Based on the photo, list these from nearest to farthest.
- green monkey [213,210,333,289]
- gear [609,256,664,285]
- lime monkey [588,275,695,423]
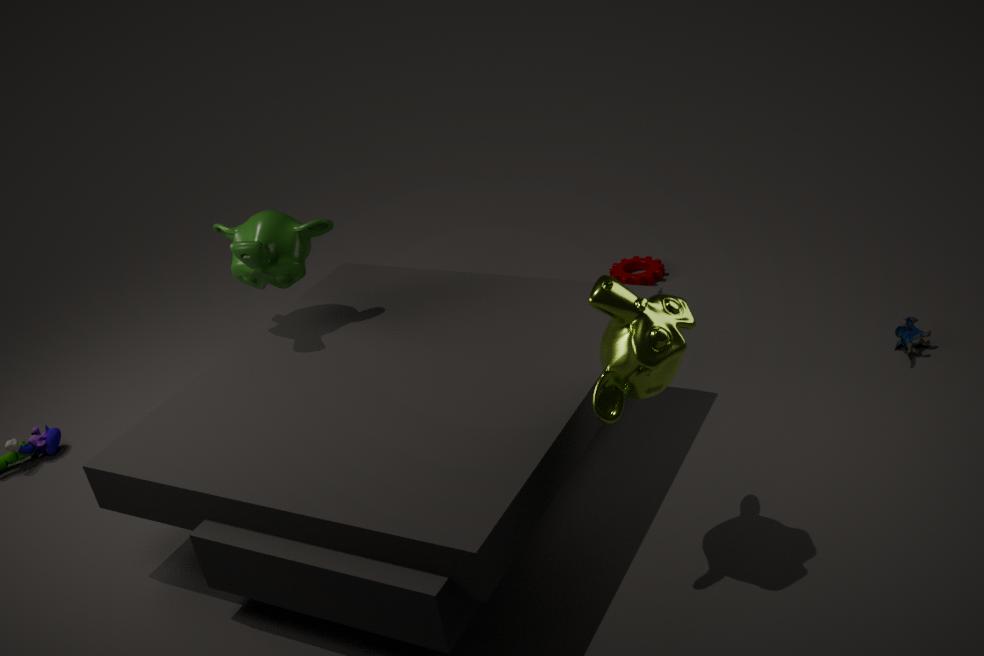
lime monkey [588,275,695,423] < green monkey [213,210,333,289] < gear [609,256,664,285]
